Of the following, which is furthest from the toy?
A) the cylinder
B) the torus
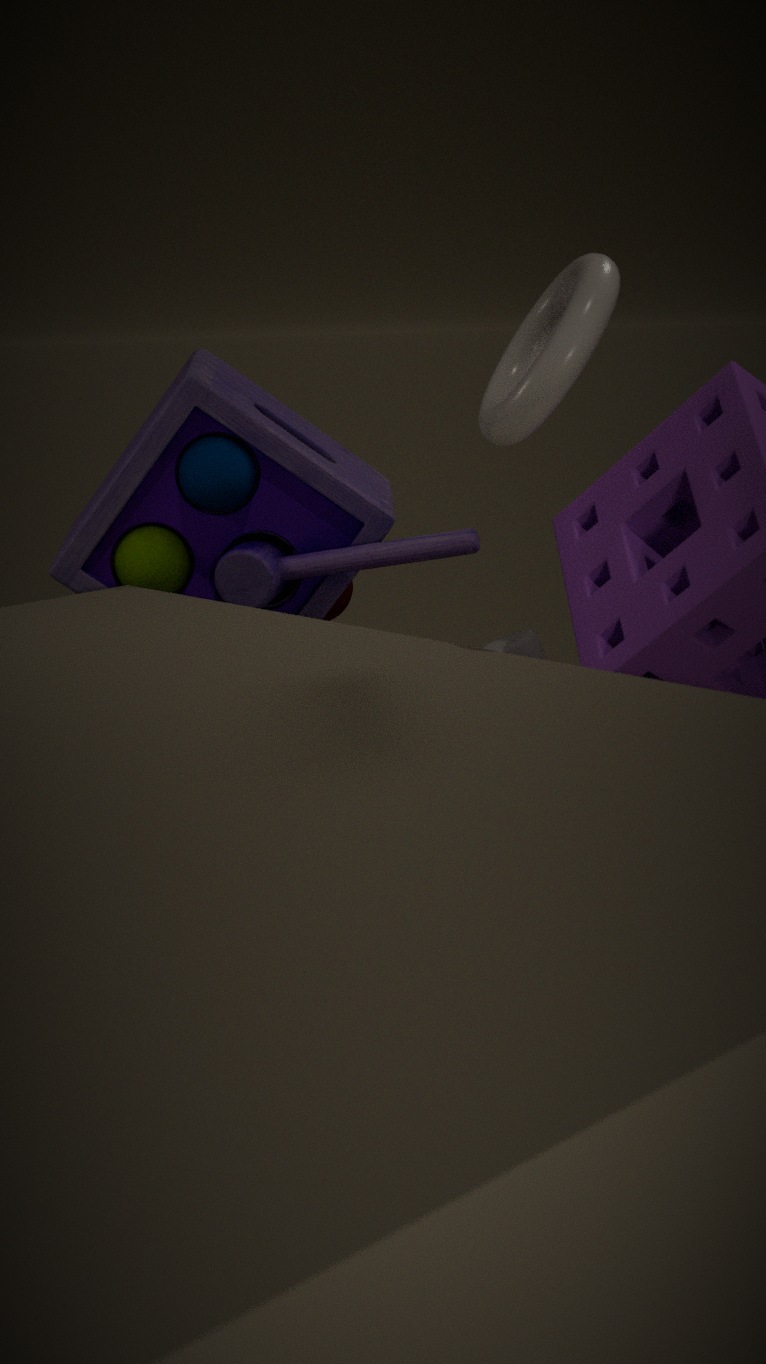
the torus
